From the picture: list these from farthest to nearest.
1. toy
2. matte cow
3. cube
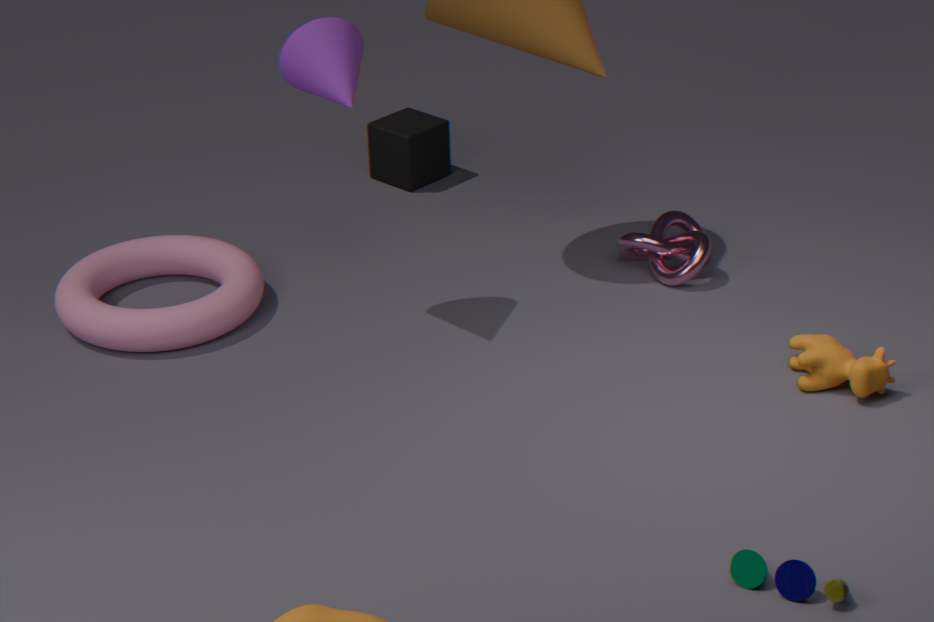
cube → matte cow → toy
